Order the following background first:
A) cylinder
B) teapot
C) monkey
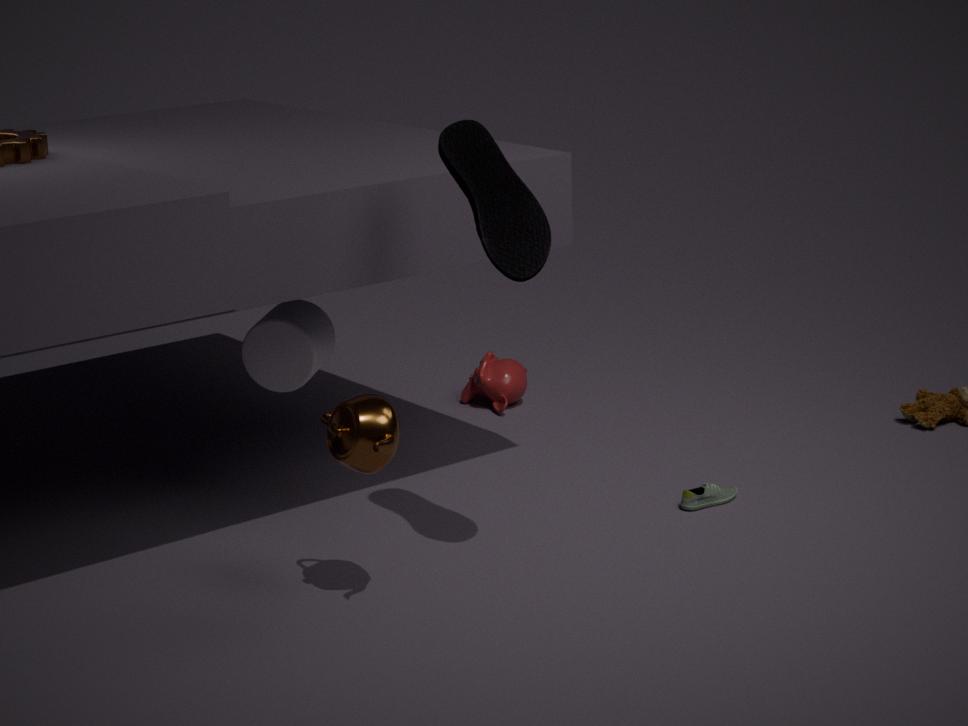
monkey → cylinder → teapot
